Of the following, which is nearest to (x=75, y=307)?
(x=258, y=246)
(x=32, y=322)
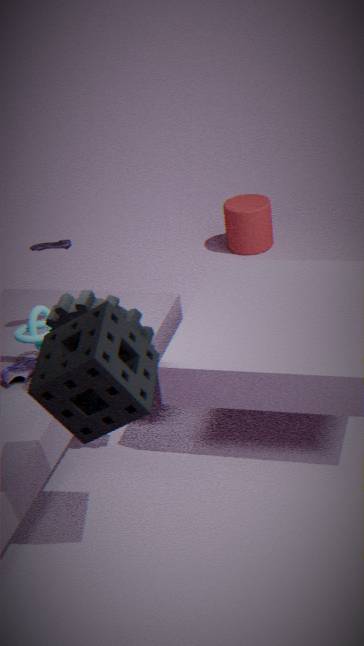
(x=32, y=322)
